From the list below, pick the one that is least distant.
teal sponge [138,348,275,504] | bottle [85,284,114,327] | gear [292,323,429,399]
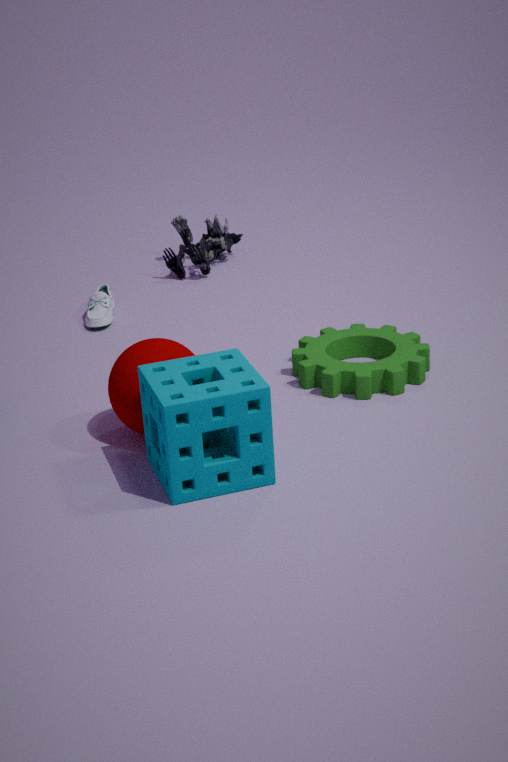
teal sponge [138,348,275,504]
